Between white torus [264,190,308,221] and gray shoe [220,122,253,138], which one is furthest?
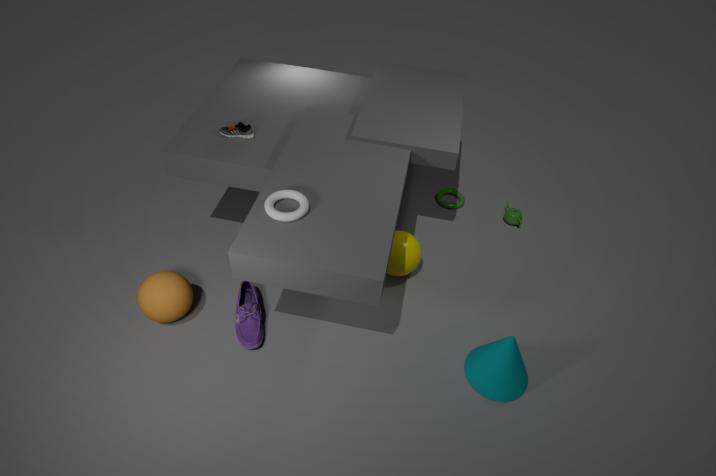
gray shoe [220,122,253,138]
